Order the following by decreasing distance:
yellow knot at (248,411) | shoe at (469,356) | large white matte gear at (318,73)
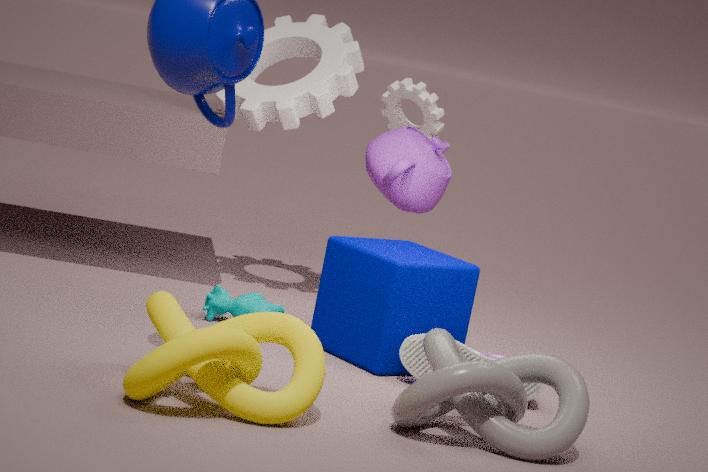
large white matte gear at (318,73) < shoe at (469,356) < yellow knot at (248,411)
